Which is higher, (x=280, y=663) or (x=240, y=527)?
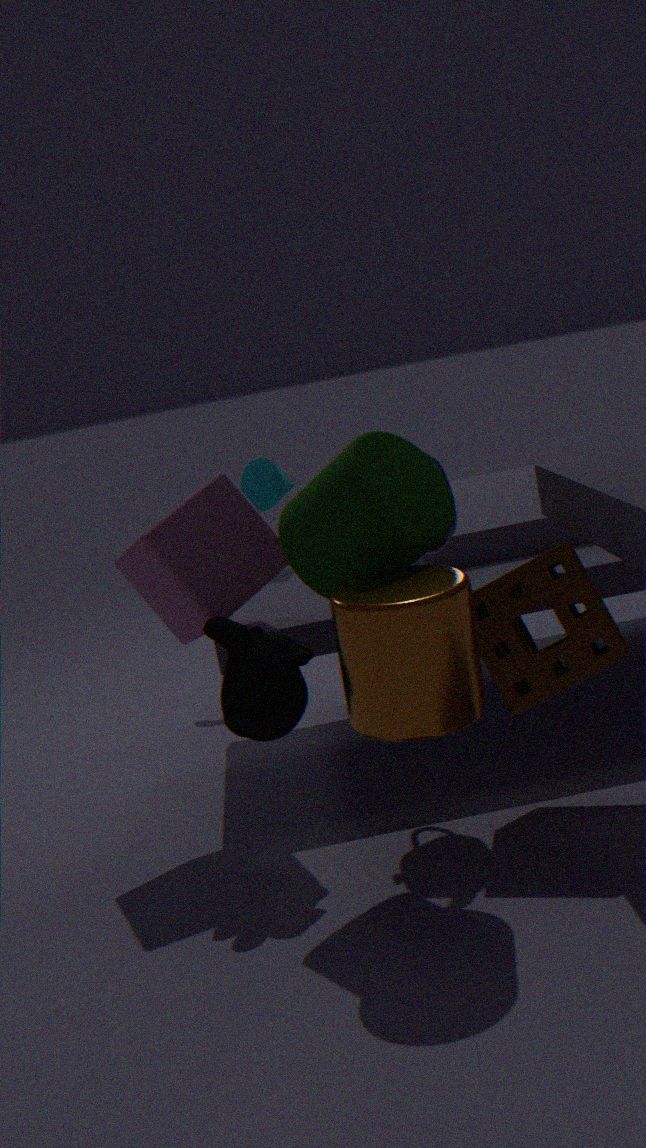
(x=240, y=527)
